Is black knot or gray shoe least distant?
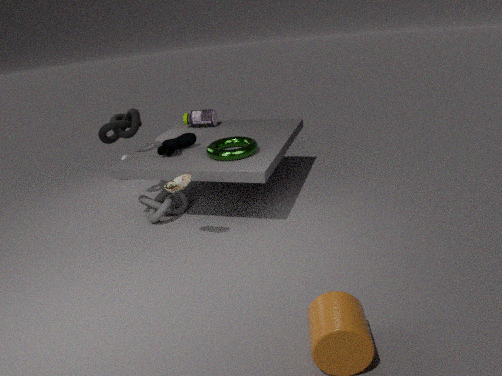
gray shoe
